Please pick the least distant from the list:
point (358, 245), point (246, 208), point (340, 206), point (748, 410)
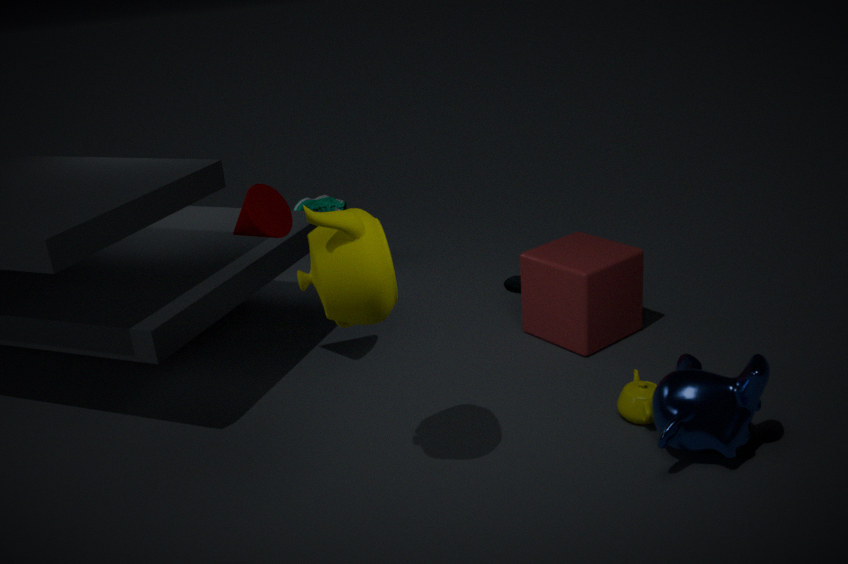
point (358, 245)
